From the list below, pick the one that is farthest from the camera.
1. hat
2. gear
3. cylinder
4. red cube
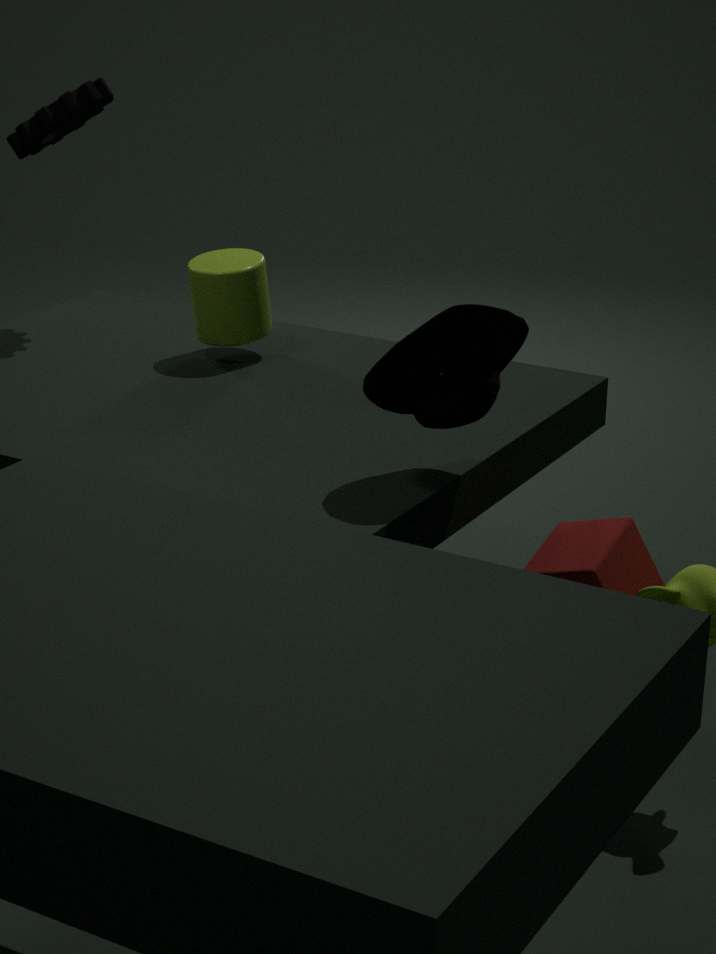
gear
